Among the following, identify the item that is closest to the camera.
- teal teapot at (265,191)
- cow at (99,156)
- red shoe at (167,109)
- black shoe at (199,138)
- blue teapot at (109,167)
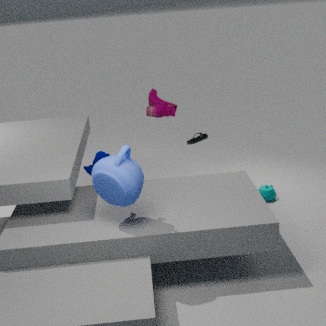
blue teapot at (109,167)
